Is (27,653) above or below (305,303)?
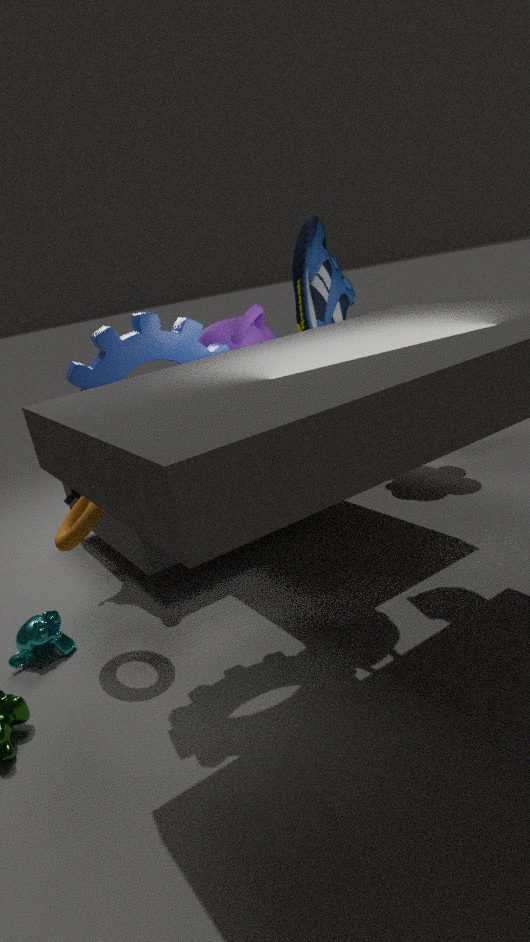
below
